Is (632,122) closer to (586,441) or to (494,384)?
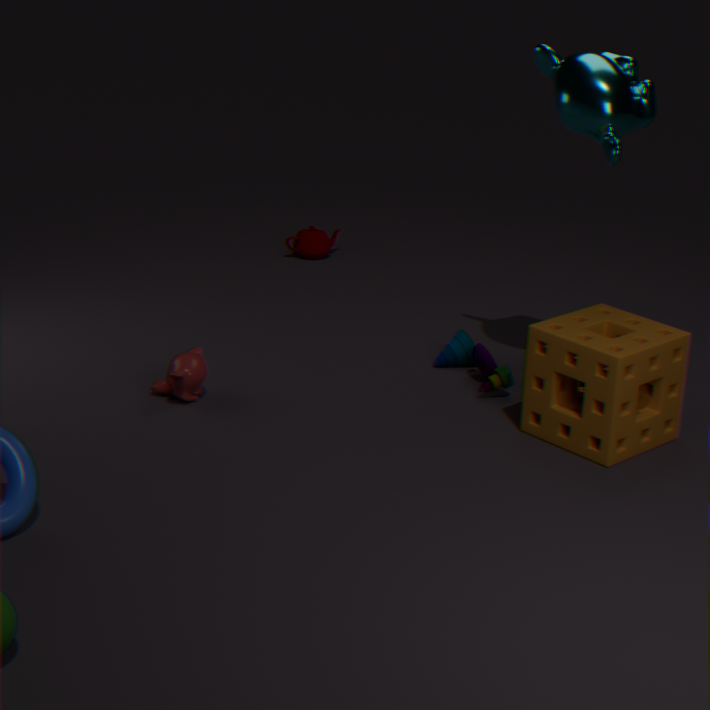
(586,441)
